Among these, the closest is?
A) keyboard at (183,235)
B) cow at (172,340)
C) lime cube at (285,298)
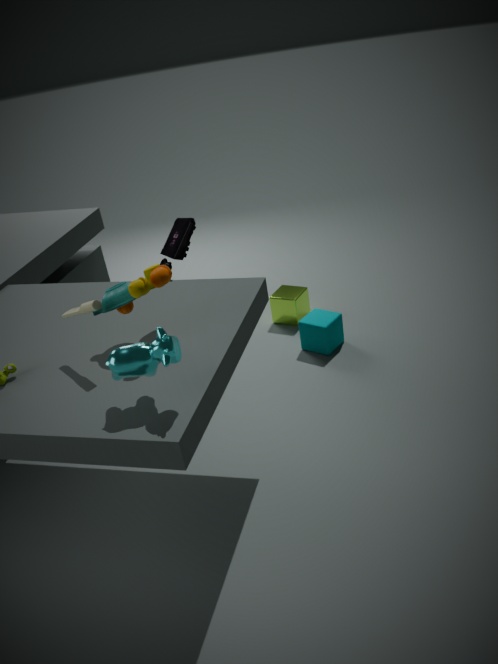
cow at (172,340)
